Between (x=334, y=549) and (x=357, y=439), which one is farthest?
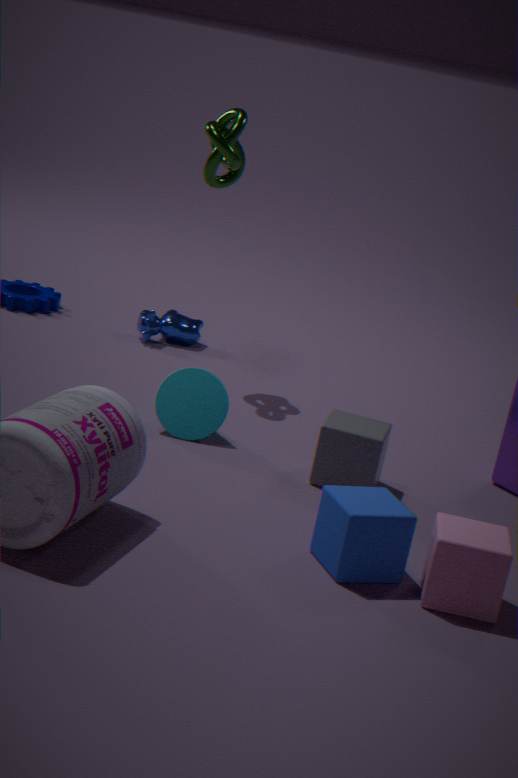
(x=357, y=439)
